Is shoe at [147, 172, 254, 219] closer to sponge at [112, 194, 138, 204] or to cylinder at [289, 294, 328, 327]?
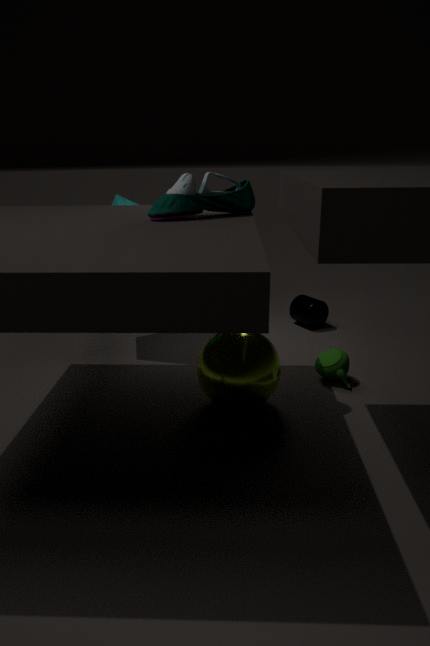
sponge at [112, 194, 138, 204]
